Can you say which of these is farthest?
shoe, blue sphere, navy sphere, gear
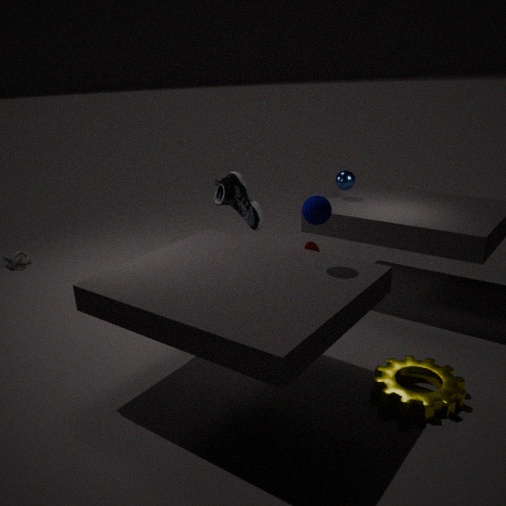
blue sphere
